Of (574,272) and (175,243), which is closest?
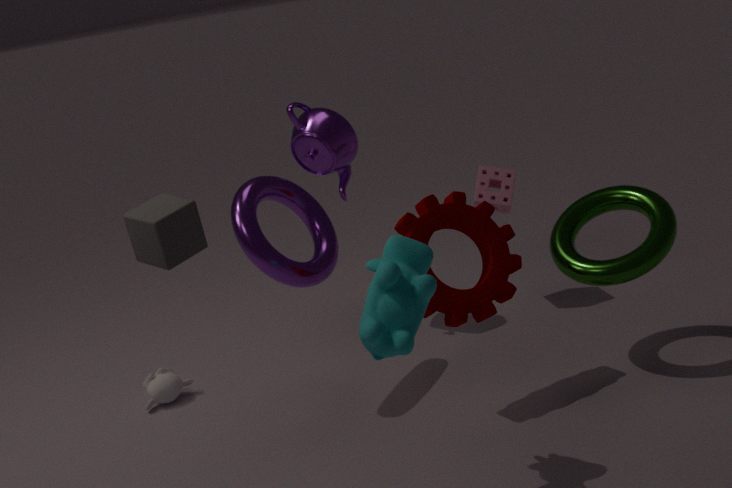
(175,243)
